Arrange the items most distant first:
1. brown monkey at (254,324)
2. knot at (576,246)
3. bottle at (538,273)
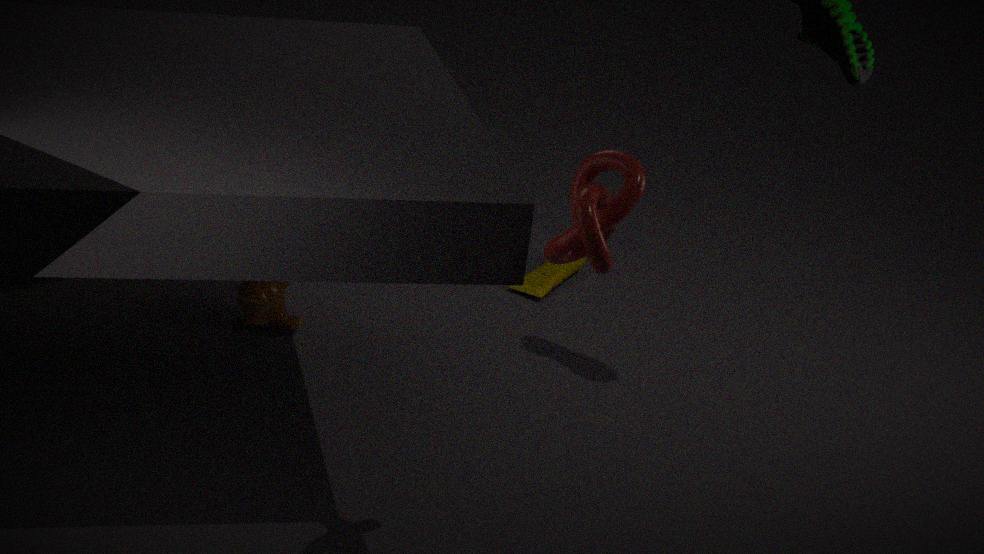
1. bottle at (538,273)
2. brown monkey at (254,324)
3. knot at (576,246)
